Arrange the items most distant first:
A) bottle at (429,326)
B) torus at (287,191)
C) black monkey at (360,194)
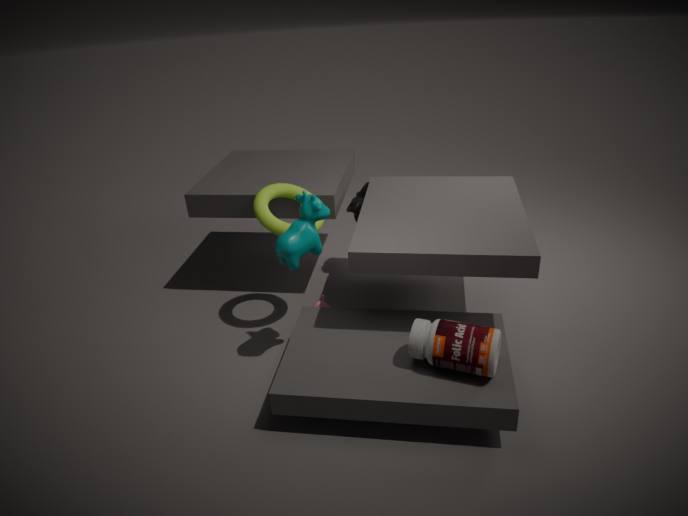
black monkey at (360,194) → torus at (287,191) → bottle at (429,326)
